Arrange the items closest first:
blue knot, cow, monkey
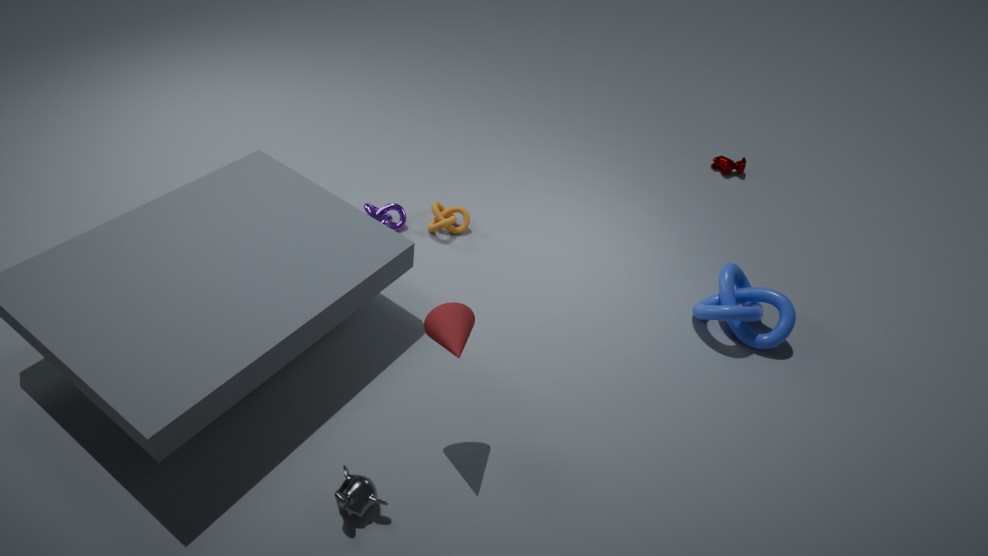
monkey → blue knot → cow
